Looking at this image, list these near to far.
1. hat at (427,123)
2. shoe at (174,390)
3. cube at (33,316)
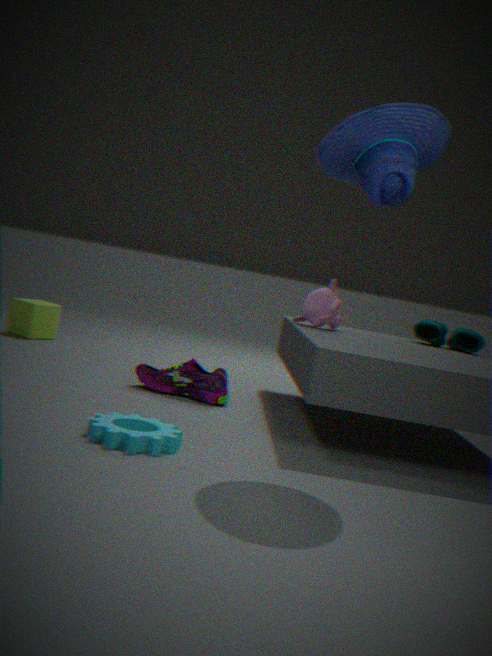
1. hat at (427,123)
2. shoe at (174,390)
3. cube at (33,316)
